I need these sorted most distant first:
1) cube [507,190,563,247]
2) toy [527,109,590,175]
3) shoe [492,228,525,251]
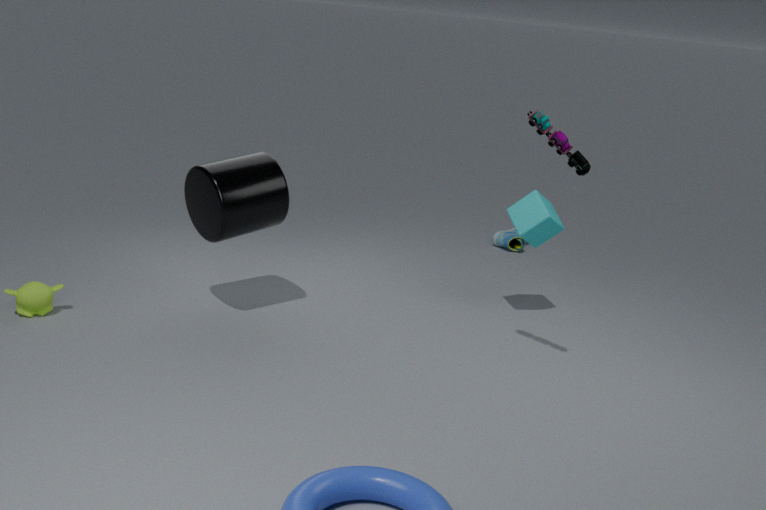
3. shoe [492,228,525,251]
1. cube [507,190,563,247]
2. toy [527,109,590,175]
